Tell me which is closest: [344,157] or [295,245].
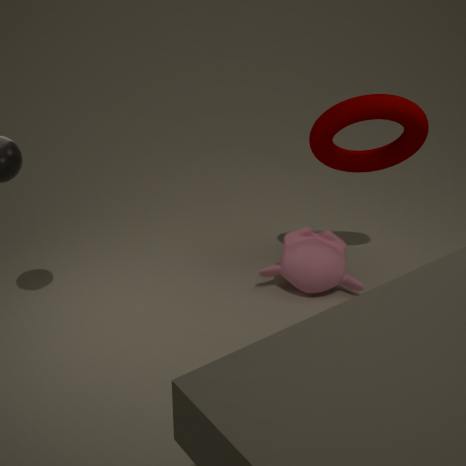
[344,157]
